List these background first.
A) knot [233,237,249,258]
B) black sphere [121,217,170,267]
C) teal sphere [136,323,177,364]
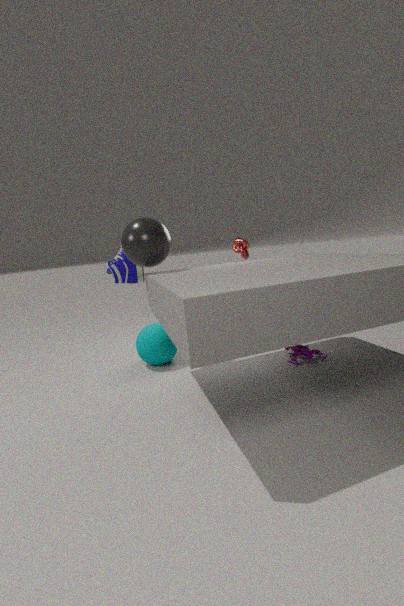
knot [233,237,249,258] < teal sphere [136,323,177,364] < black sphere [121,217,170,267]
